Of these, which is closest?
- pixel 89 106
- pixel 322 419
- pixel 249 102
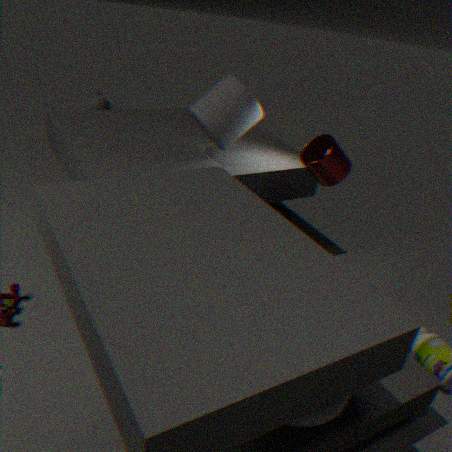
pixel 322 419
